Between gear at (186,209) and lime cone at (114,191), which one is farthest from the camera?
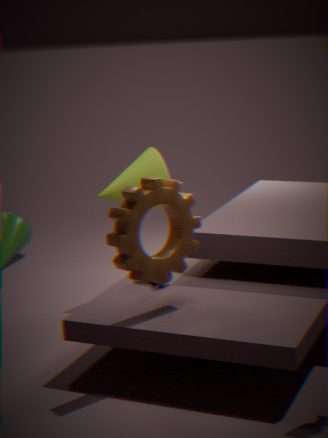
lime cone at (114,191)
